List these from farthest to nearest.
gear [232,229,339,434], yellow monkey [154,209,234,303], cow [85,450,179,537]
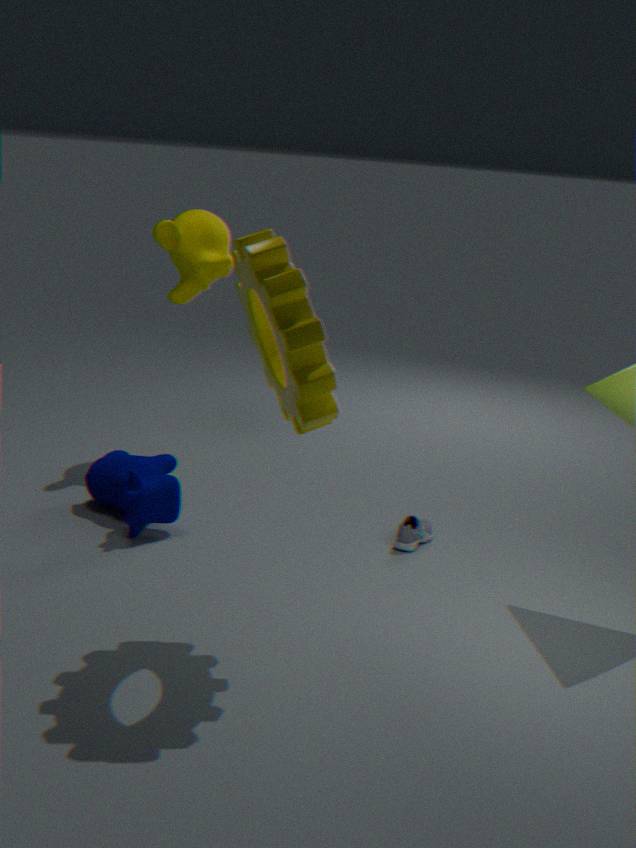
yellow monkey [154,209,234,303]
cow [85,450,179,537]
gear [232,229,339,434]
